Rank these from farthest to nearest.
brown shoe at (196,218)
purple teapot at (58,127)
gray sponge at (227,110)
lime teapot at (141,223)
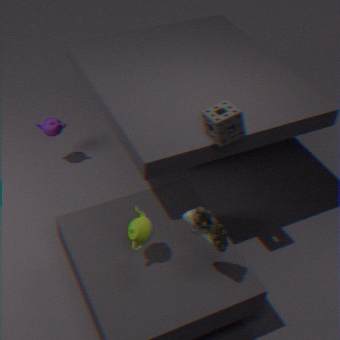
purple teapot at (58,127)
lime teapot at (141,223)
gray sponge at (227,110)
brown shoe at (196,218)
